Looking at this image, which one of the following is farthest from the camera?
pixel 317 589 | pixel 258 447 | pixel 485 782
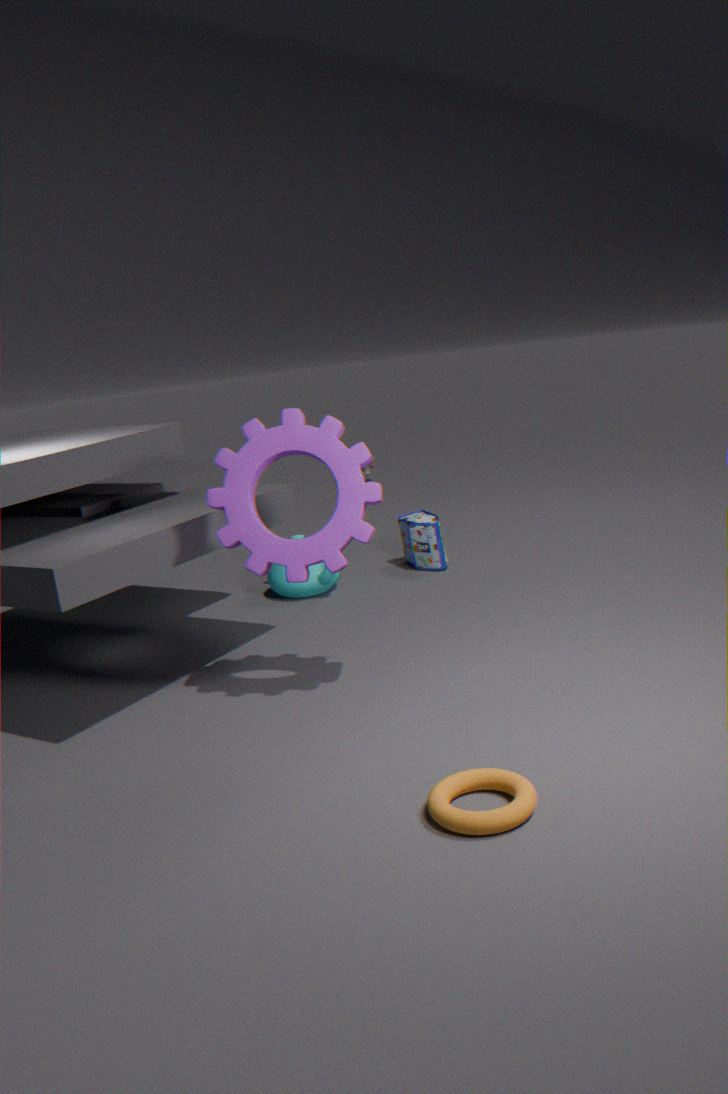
pixel 317 589
